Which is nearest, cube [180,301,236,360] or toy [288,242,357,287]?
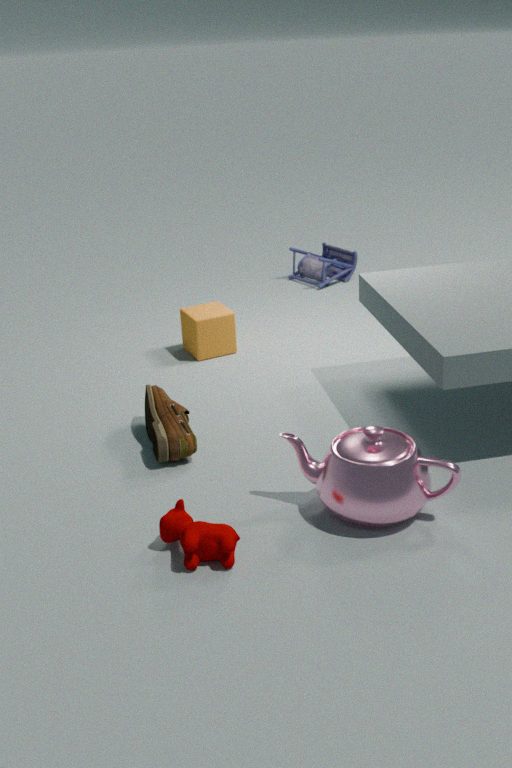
cube [180,301,236,360]
